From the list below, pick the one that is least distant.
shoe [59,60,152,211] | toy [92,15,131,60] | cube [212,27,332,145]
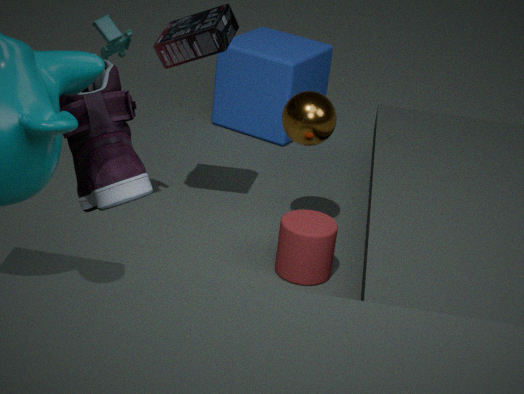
shoe [59,60,152,211]
